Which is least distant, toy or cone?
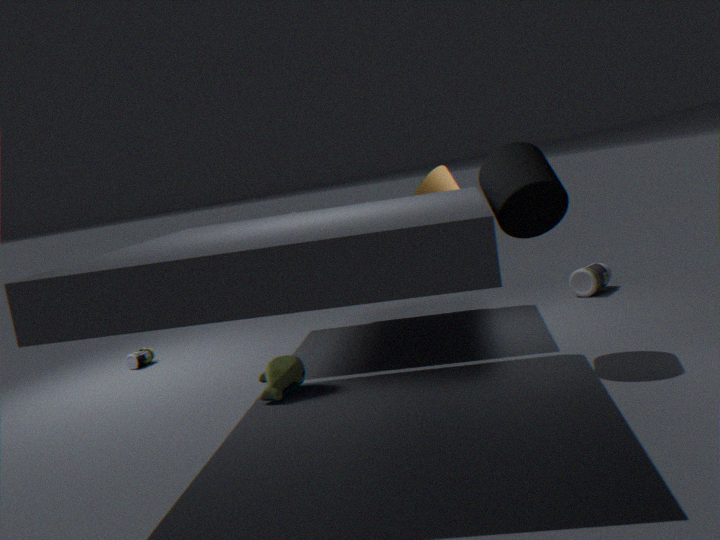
toy
